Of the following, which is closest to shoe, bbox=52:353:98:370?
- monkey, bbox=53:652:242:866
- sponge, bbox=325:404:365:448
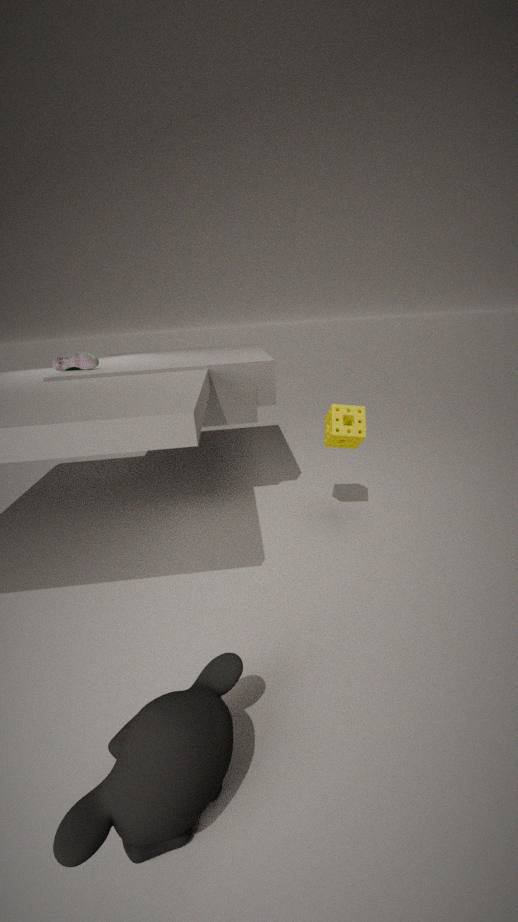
sponge, bbox=325:404:365:448
